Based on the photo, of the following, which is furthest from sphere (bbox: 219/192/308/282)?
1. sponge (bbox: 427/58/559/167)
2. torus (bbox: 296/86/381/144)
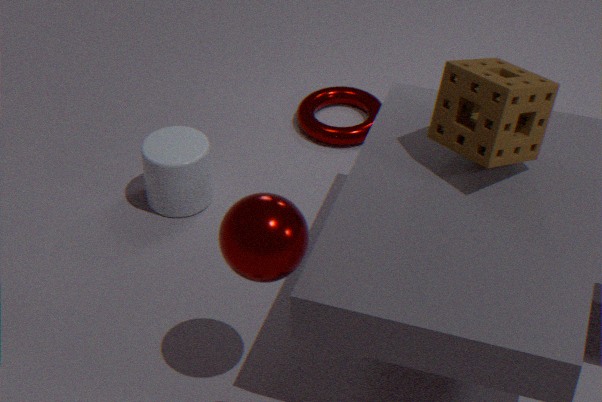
torus (bbox: 296/86/381/144)
